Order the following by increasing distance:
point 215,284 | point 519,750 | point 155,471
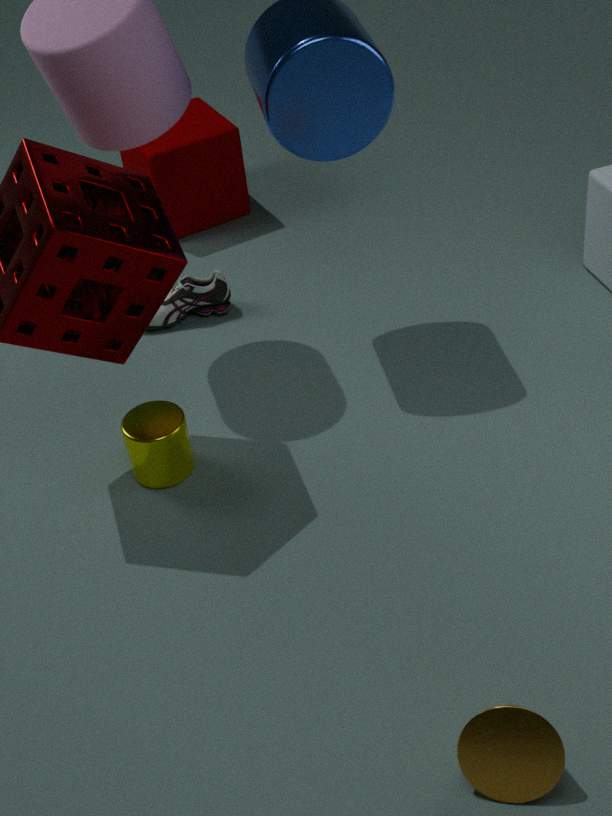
point 519,750 < point 155,471 < point 215,284
